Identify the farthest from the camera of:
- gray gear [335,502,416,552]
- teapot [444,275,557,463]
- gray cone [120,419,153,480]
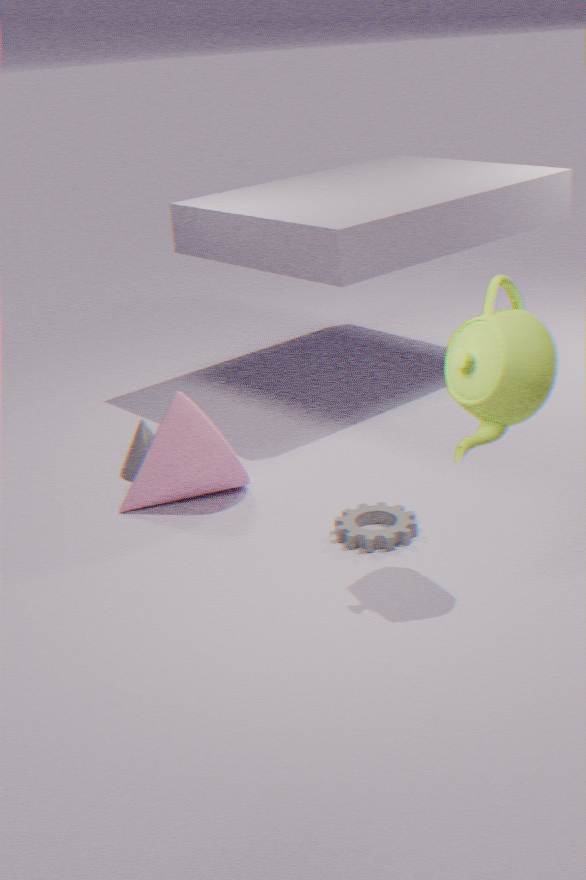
gray cone [120,419,153,480]
